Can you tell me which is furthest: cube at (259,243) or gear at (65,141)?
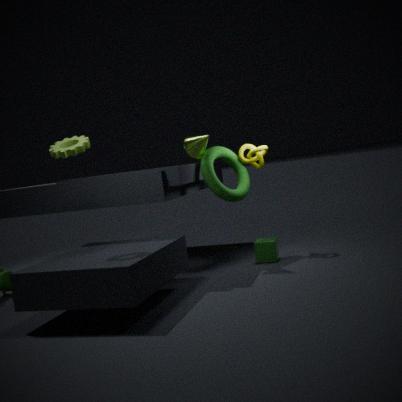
cube at (259,243)
